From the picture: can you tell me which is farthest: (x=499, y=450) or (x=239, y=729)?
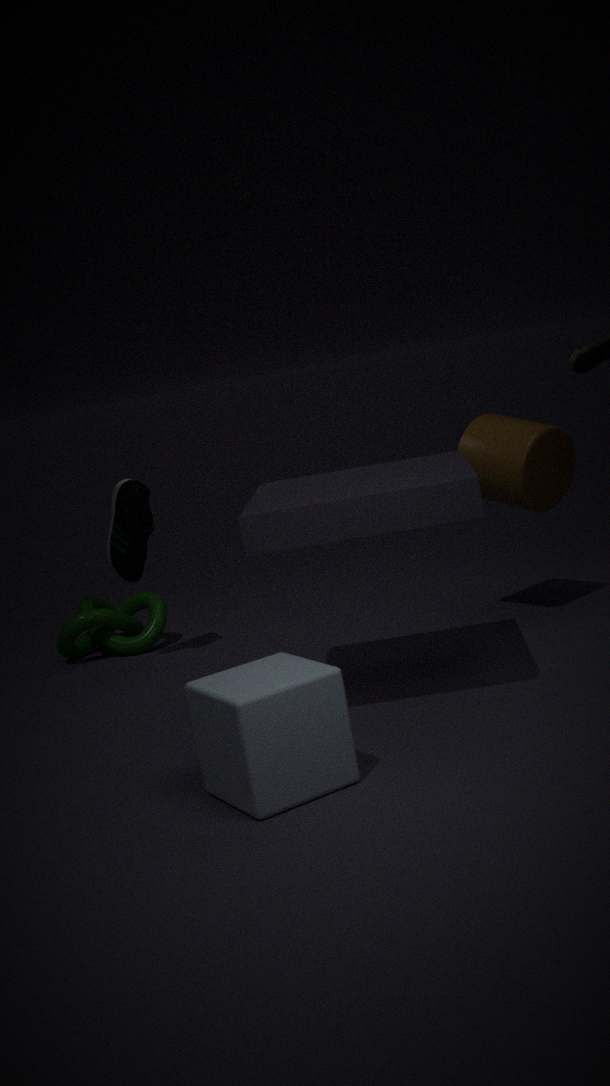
(x=499, y=450)
